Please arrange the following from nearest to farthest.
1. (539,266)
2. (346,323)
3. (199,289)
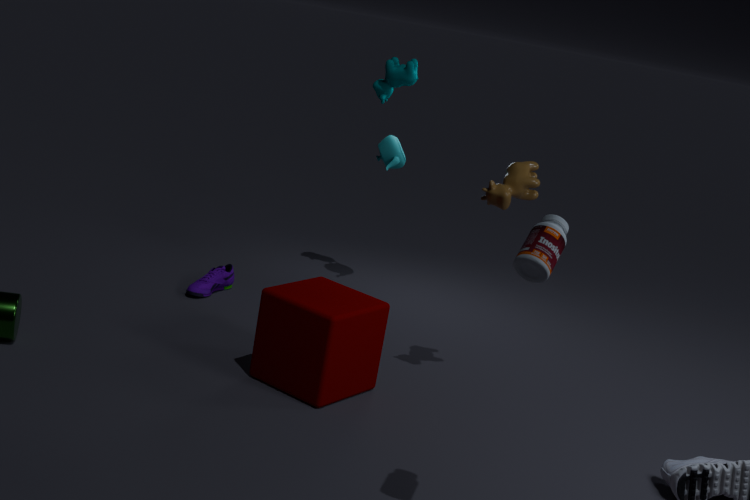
1. (539,266)
2. (346,323)
3. (199,289)
